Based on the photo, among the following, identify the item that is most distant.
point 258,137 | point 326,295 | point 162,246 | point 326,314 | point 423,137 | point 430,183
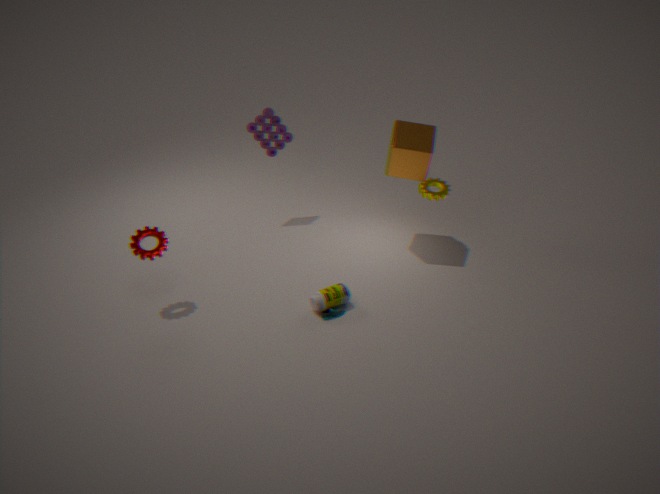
point 258,137
